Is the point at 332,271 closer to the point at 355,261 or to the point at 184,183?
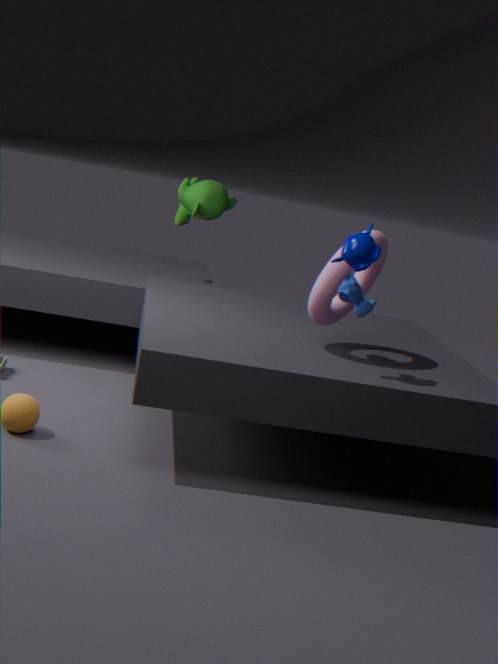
the point at 355,261
